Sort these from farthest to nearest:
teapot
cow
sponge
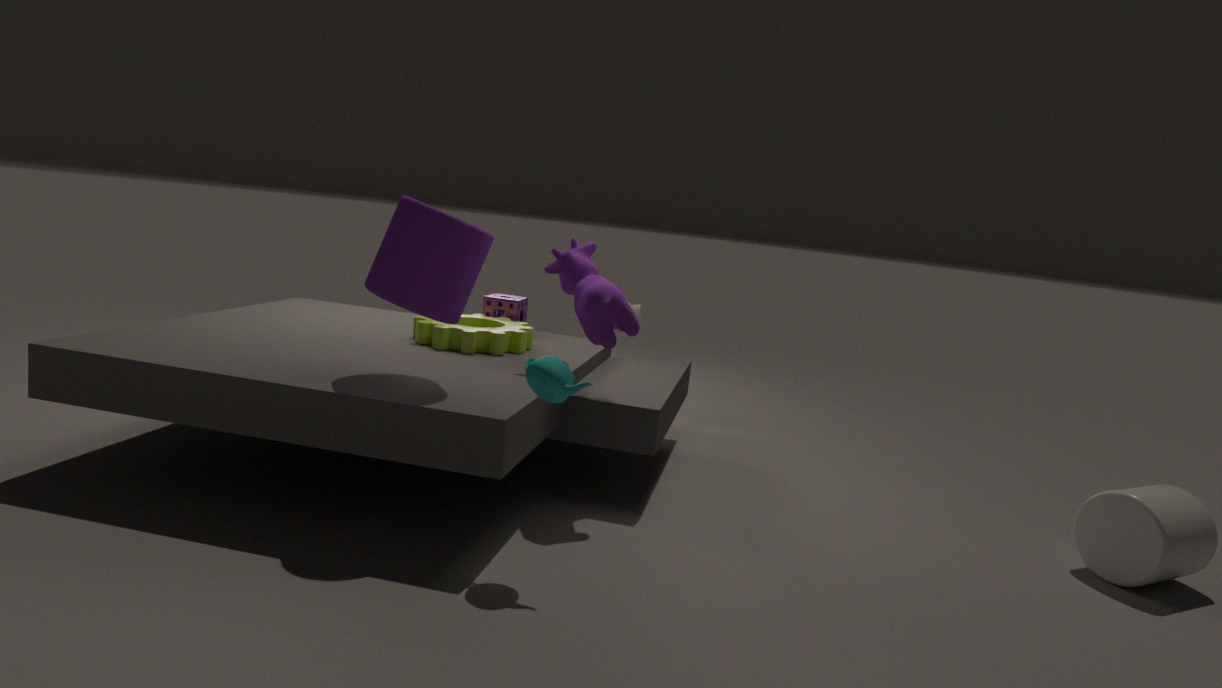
sponge, cow, teapot
